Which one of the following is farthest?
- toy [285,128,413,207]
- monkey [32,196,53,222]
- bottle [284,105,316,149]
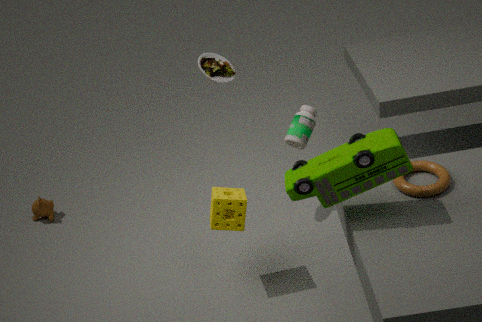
monkey [32,196,53,222]
